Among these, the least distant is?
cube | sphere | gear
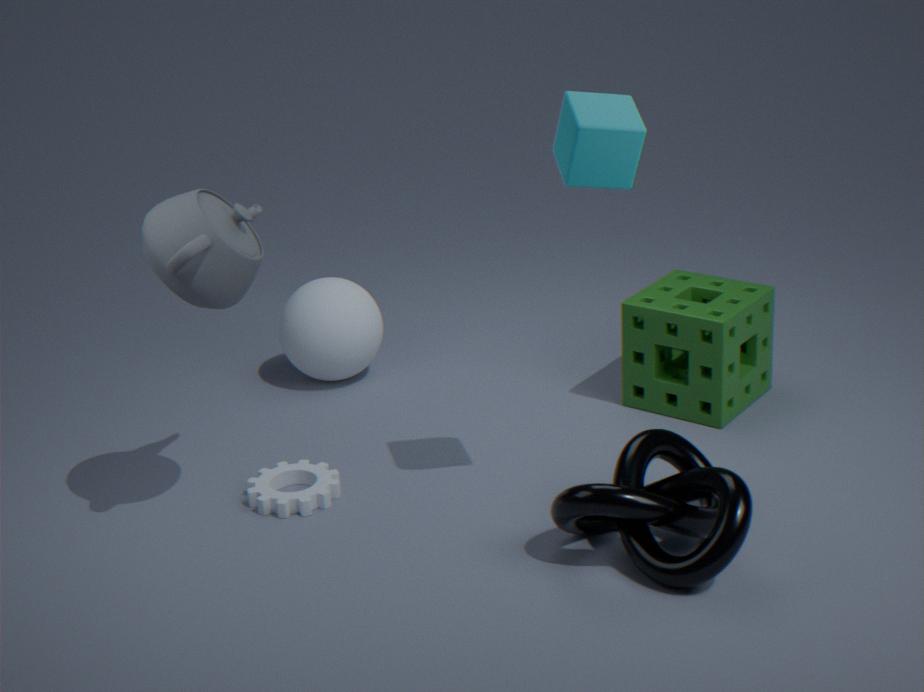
cube
